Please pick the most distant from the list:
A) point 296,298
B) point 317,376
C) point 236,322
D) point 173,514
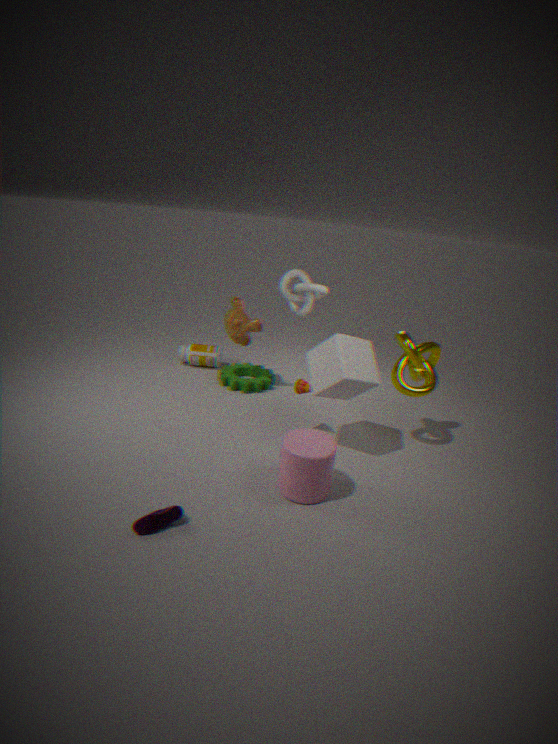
point 296,298
